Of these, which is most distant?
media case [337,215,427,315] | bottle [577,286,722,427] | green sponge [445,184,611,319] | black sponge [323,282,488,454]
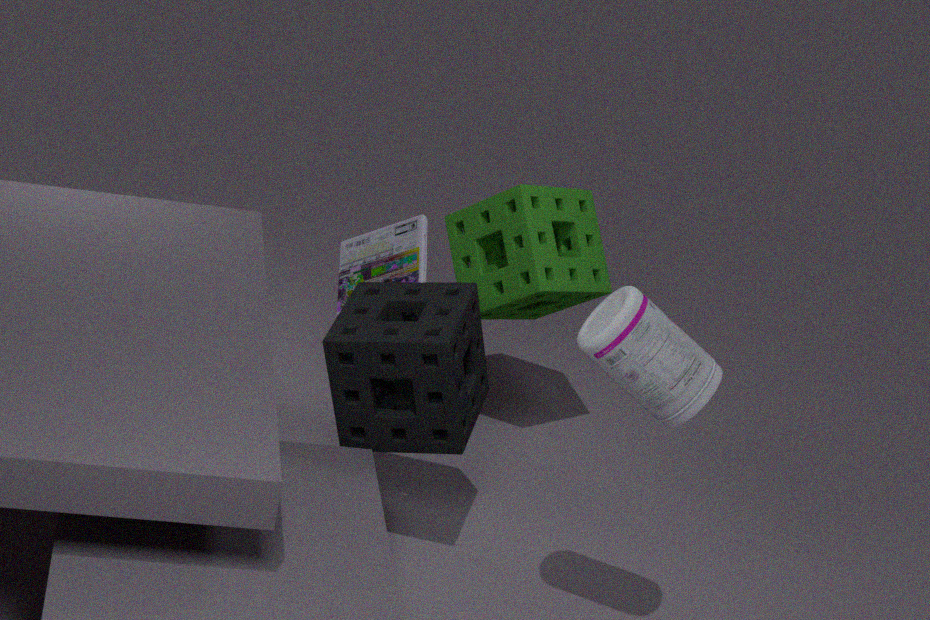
green sponge [445,184,611,319]
